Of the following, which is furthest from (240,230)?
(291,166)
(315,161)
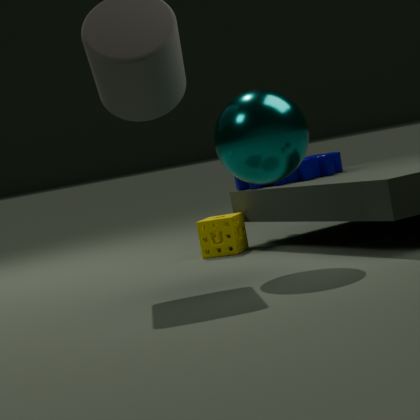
(291,166)
